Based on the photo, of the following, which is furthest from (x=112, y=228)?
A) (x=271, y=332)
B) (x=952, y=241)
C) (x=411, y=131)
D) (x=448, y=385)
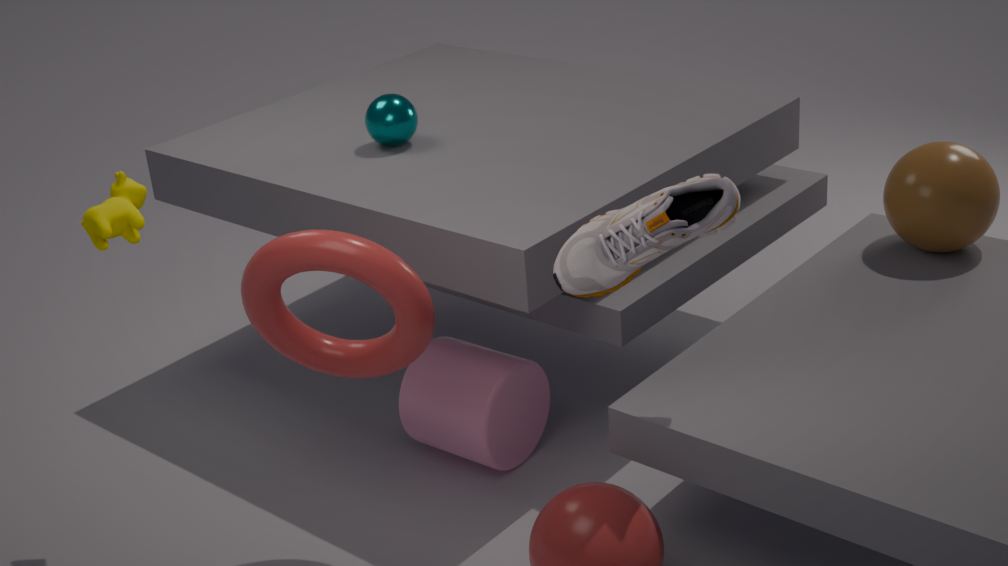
(x=952, y=241)
